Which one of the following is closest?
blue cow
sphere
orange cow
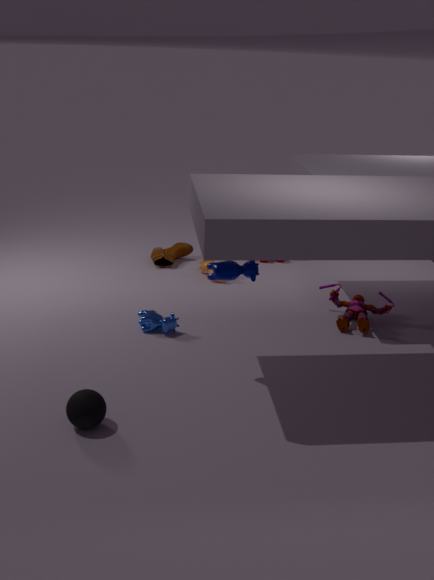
sphere
